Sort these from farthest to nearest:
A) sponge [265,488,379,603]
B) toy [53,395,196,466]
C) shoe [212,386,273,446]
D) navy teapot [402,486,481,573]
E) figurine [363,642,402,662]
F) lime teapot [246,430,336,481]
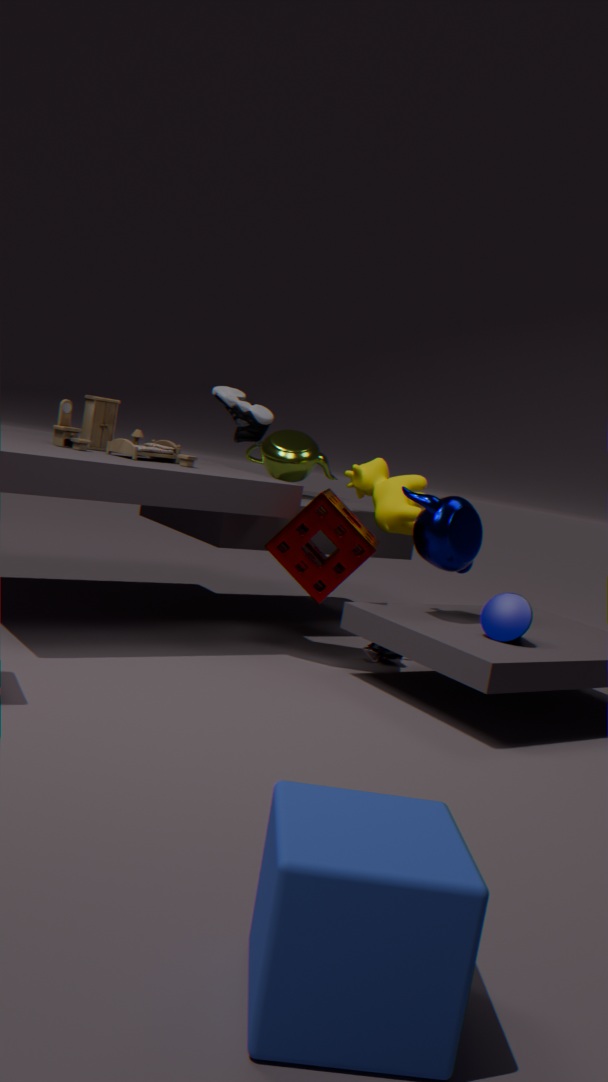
lime teapot [246,430,336,481] < shoe [212,386,273,446] < figurine [363,642,402,662] < toy [53,395,196,466] < sponge [265,488,379,603] < navy teapot [402,486,481,573]
